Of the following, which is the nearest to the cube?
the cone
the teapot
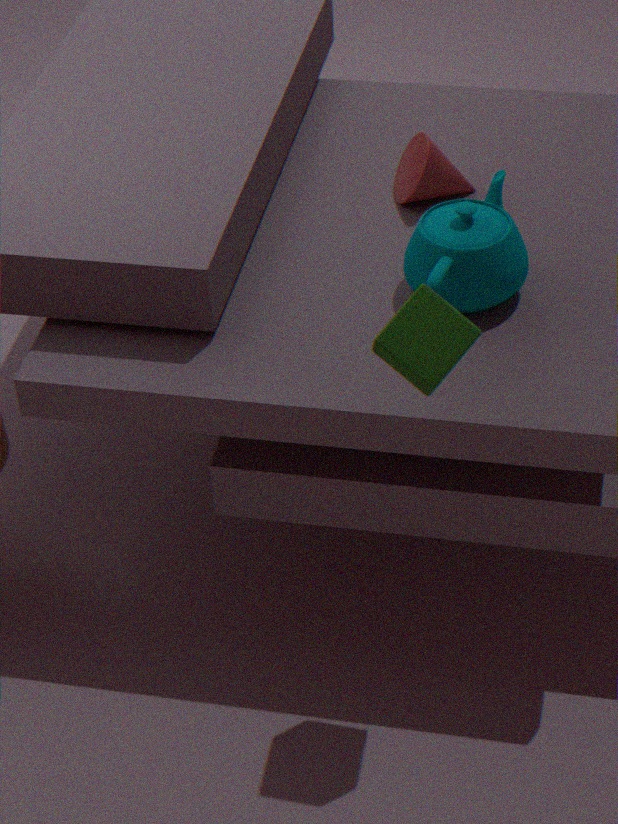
the teapot
